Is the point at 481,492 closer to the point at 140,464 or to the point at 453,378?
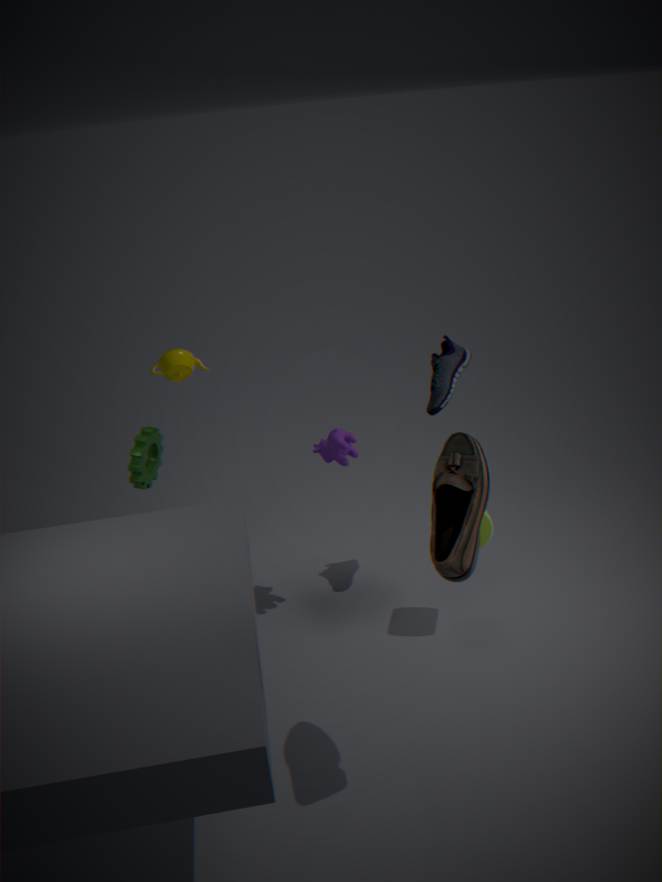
the point at 453,378
